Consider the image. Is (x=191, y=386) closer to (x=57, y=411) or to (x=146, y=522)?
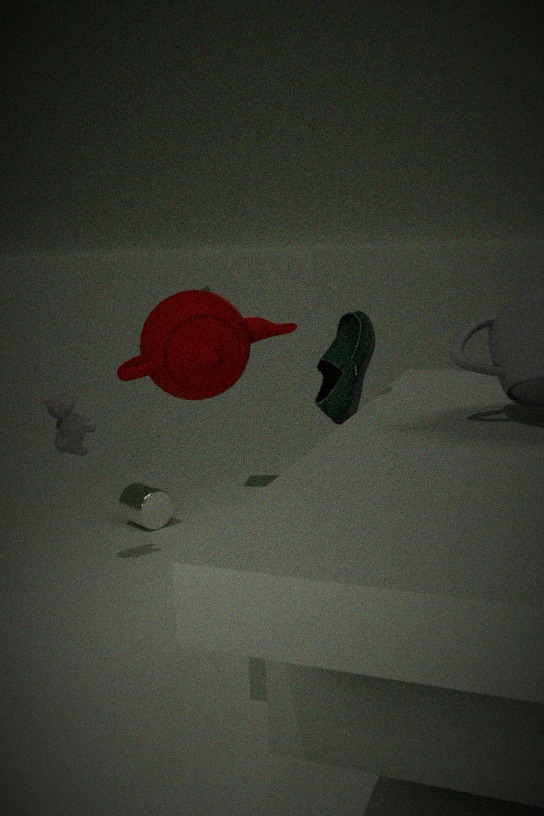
(x=57, y=411)
